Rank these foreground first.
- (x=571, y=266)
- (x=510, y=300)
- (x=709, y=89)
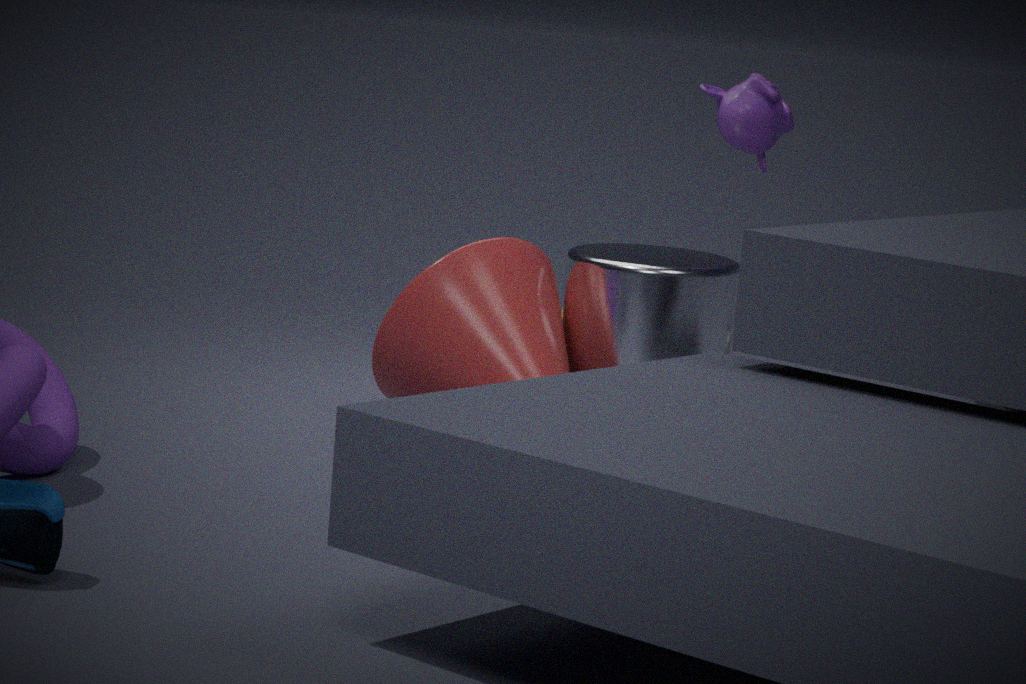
(x=510, y=300), (x=571, y=266), (x=709, y=89)
